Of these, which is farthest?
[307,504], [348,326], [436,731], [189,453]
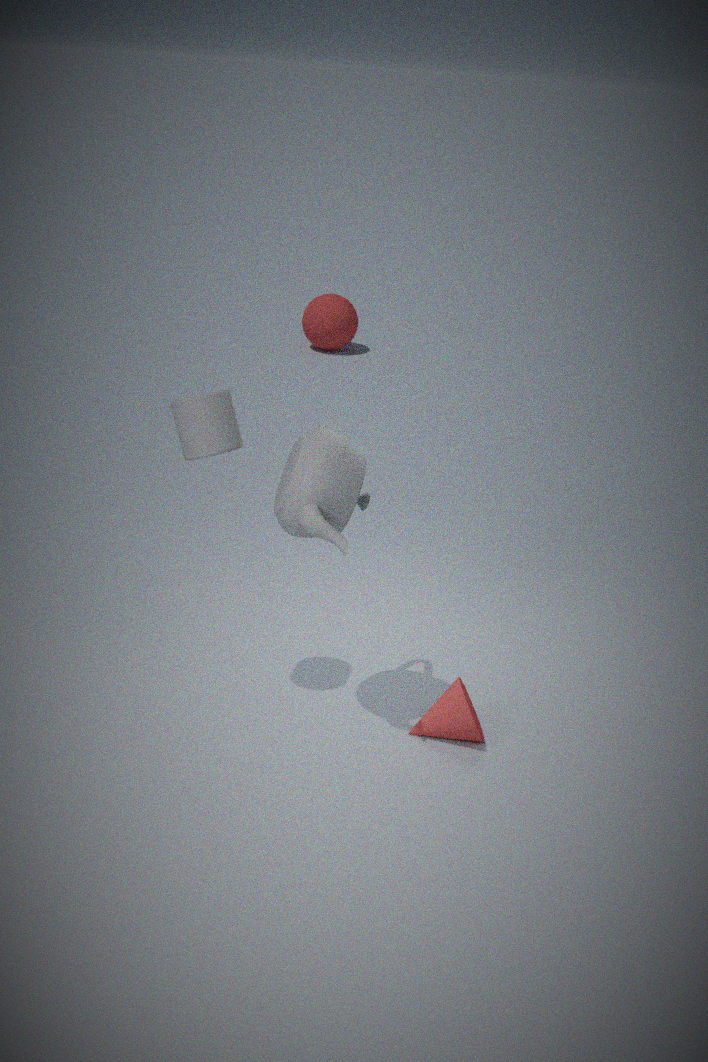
[348,326]
